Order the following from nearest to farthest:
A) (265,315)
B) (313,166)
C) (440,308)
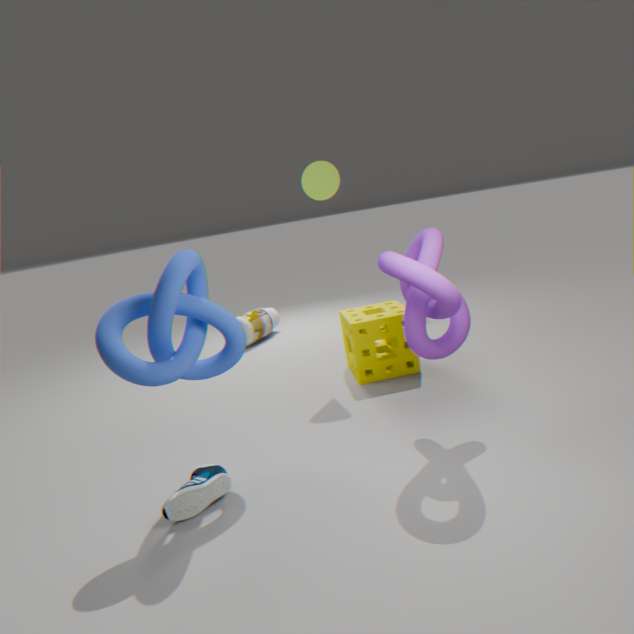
C. (440,308)
B. (313,166)
A. (265,315)
